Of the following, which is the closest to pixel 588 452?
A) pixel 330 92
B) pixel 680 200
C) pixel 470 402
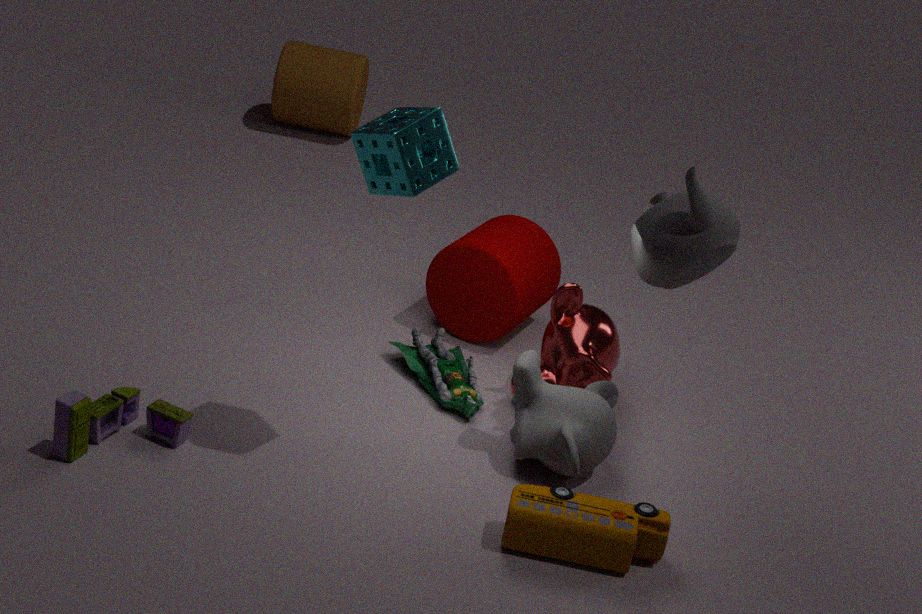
pixel 470 402
